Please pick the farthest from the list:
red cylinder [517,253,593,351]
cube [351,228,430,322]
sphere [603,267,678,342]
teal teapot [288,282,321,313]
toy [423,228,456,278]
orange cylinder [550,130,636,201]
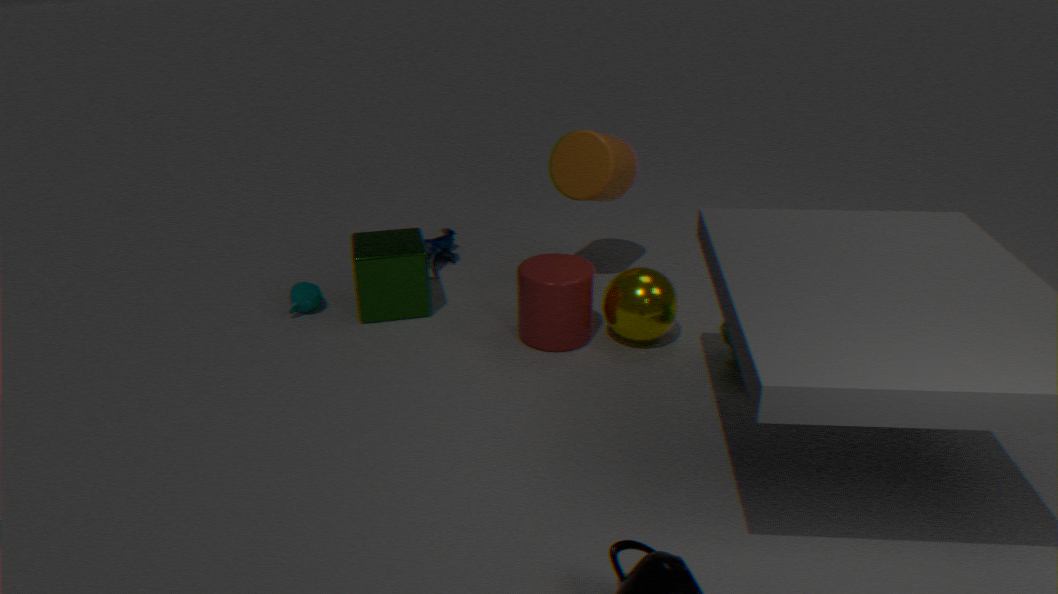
toy [423,228,456,278]
